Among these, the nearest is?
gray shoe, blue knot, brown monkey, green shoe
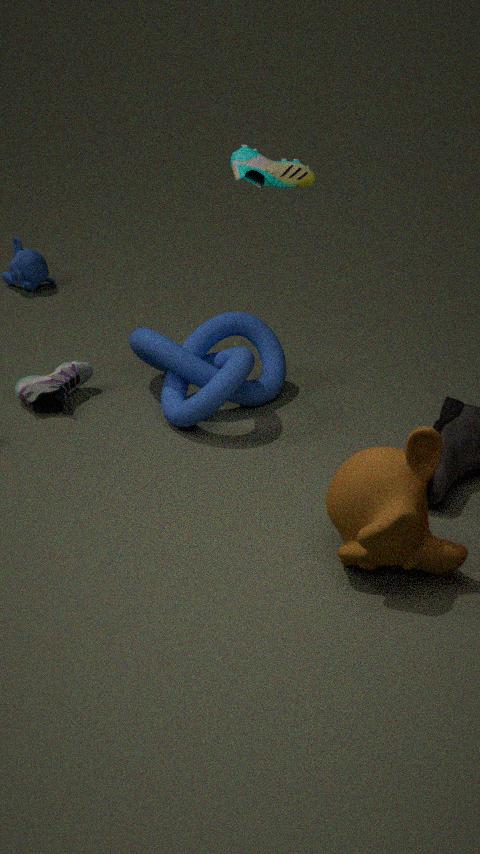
brown monkey
